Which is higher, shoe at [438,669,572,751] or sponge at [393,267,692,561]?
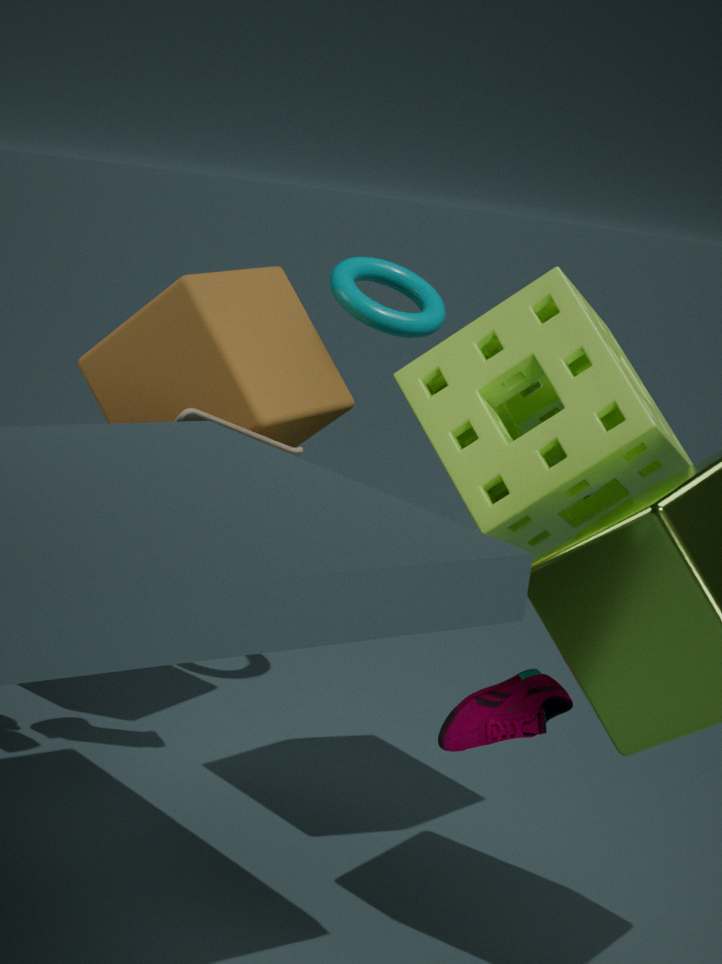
sponge at [393,267,692,561]
